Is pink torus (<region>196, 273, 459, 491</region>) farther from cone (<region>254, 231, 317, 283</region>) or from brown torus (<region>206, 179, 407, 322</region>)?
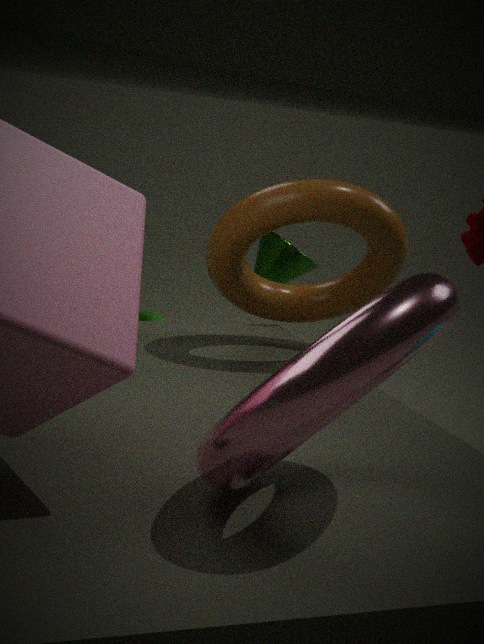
cone (<region>254, 231, 317, 283</region>)
